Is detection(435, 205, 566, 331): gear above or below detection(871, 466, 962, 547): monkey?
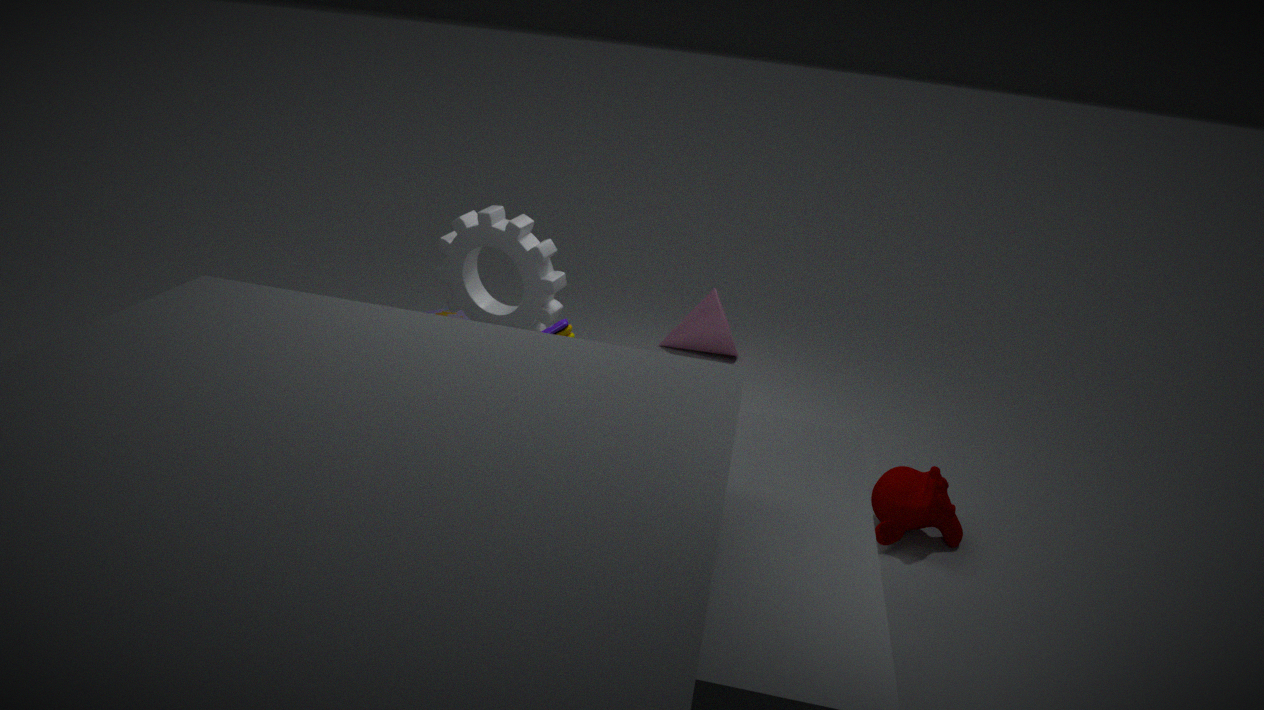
above
